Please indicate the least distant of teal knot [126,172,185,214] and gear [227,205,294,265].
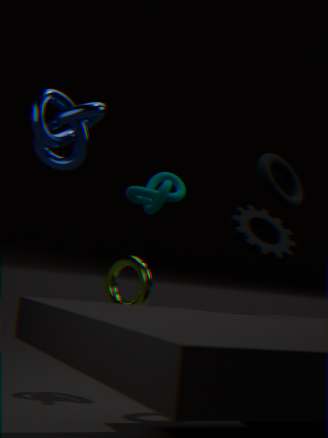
gear [227,205,294,265]
